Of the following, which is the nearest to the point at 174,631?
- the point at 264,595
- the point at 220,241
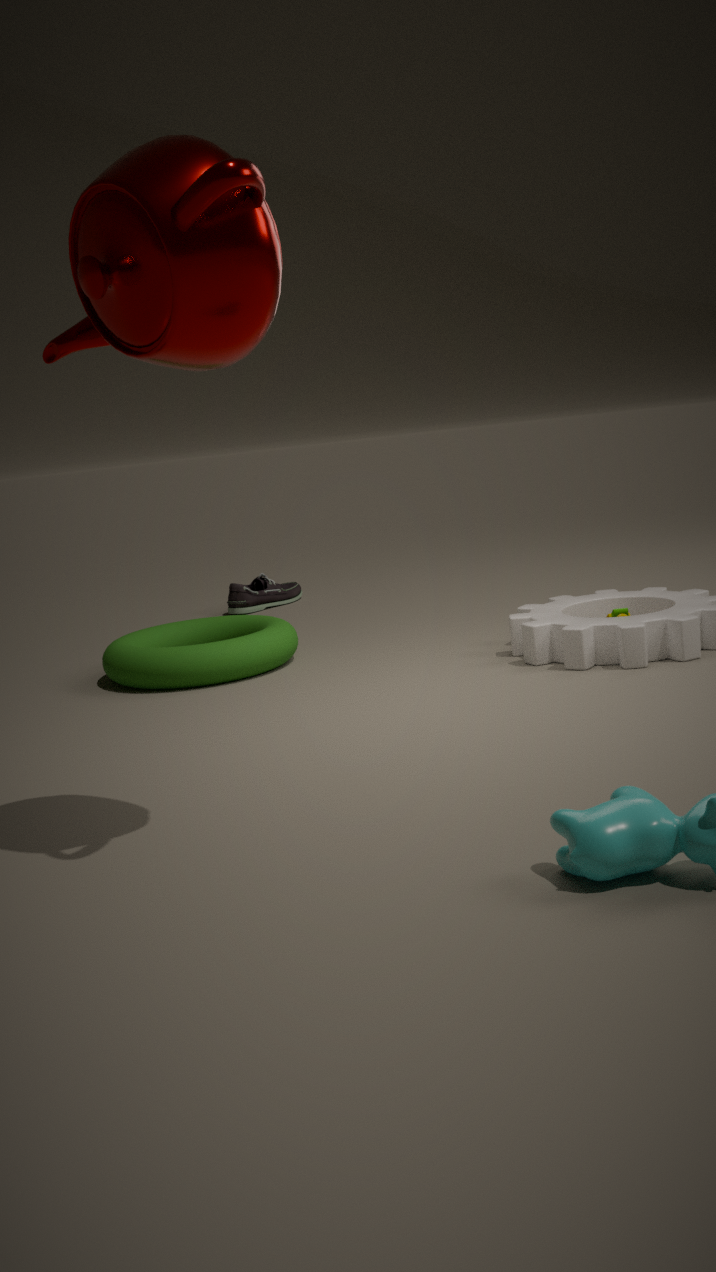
the point at 264,595
